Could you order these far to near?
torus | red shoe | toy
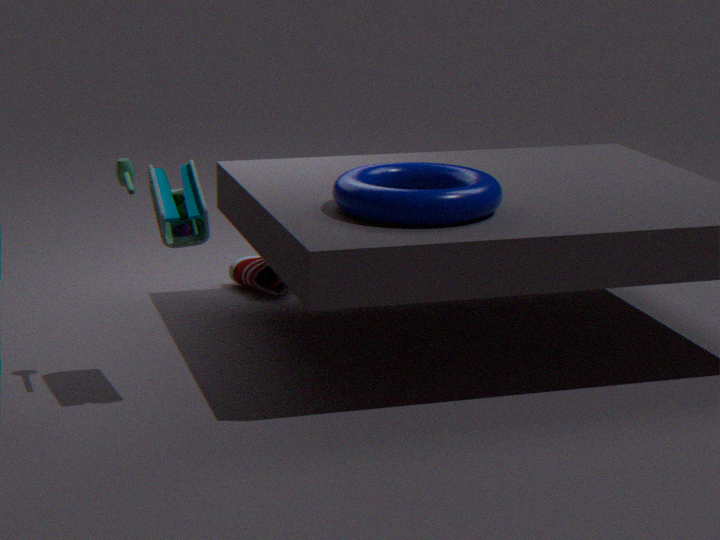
1. red shoe
2. torus
3. toy
